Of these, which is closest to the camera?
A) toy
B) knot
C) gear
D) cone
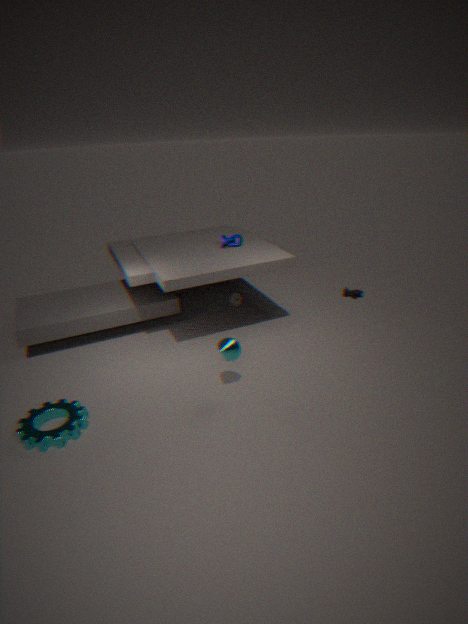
gear
